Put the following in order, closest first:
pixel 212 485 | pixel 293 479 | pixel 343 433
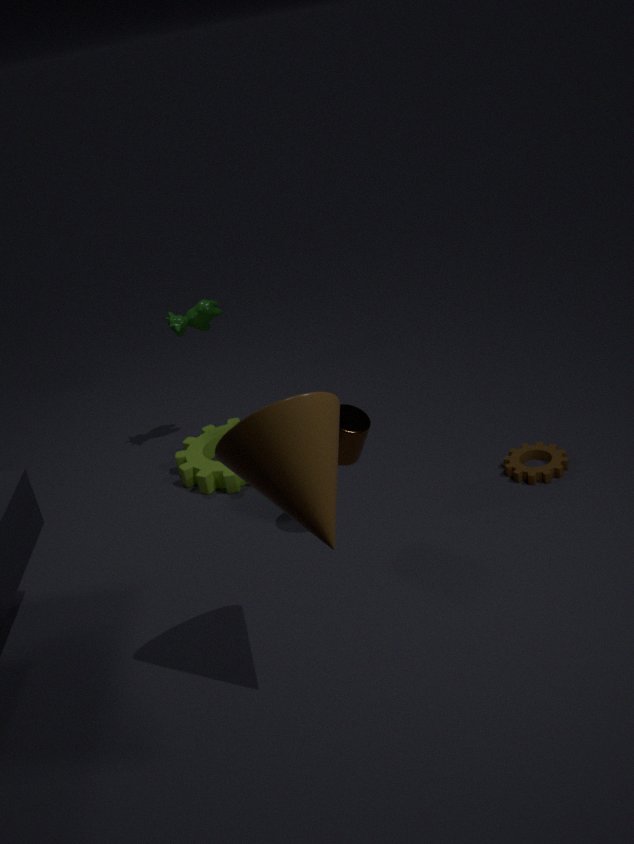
pixel 293 479
pixel 343 433
pixel 212 485
